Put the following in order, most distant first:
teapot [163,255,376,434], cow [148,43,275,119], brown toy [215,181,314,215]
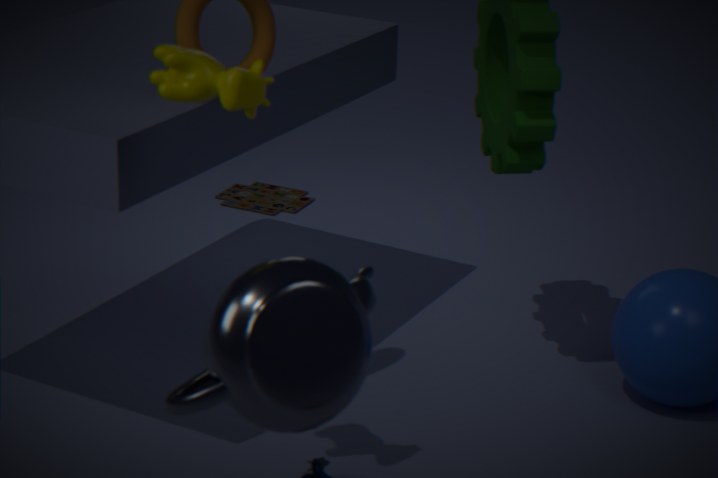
brown toy [215,181,314,215]
cow [148,43,275,119]
teapot [163,255,376,434]
